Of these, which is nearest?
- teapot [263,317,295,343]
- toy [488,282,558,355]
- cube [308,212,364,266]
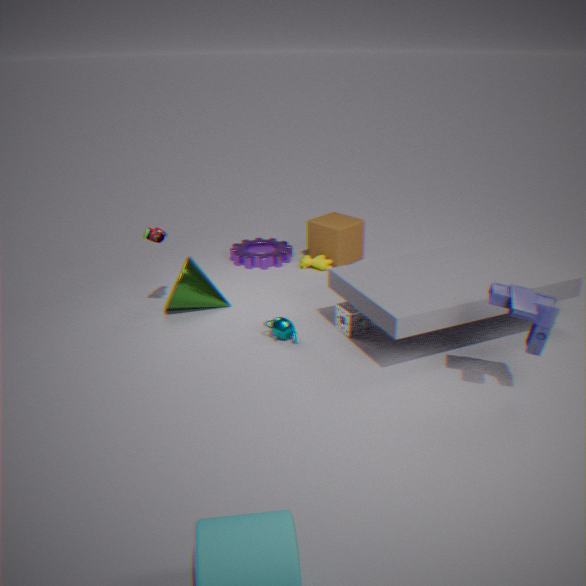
toy [488,282,558,355]
